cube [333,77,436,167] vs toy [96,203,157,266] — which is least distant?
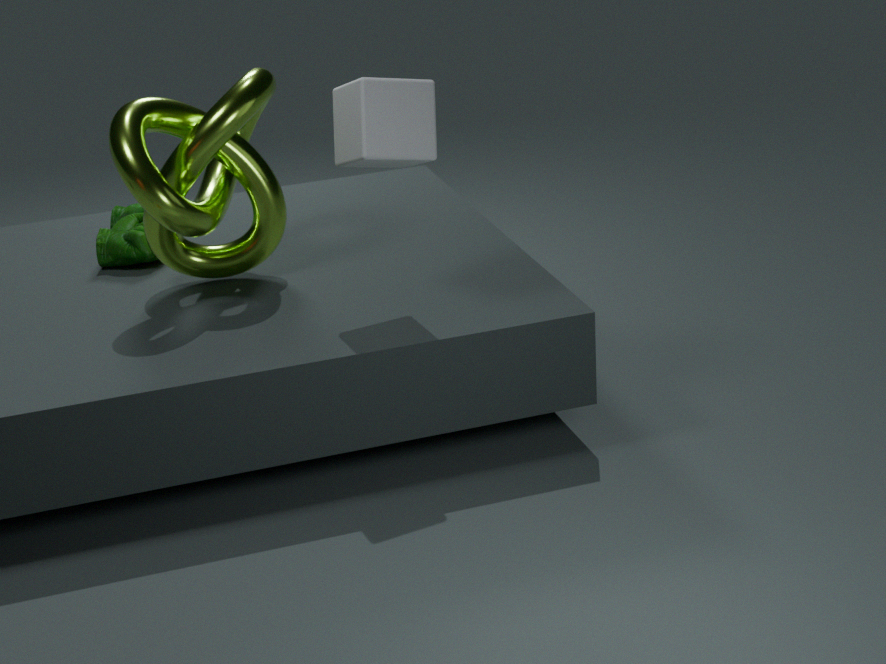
cube [333,77,436,167]
